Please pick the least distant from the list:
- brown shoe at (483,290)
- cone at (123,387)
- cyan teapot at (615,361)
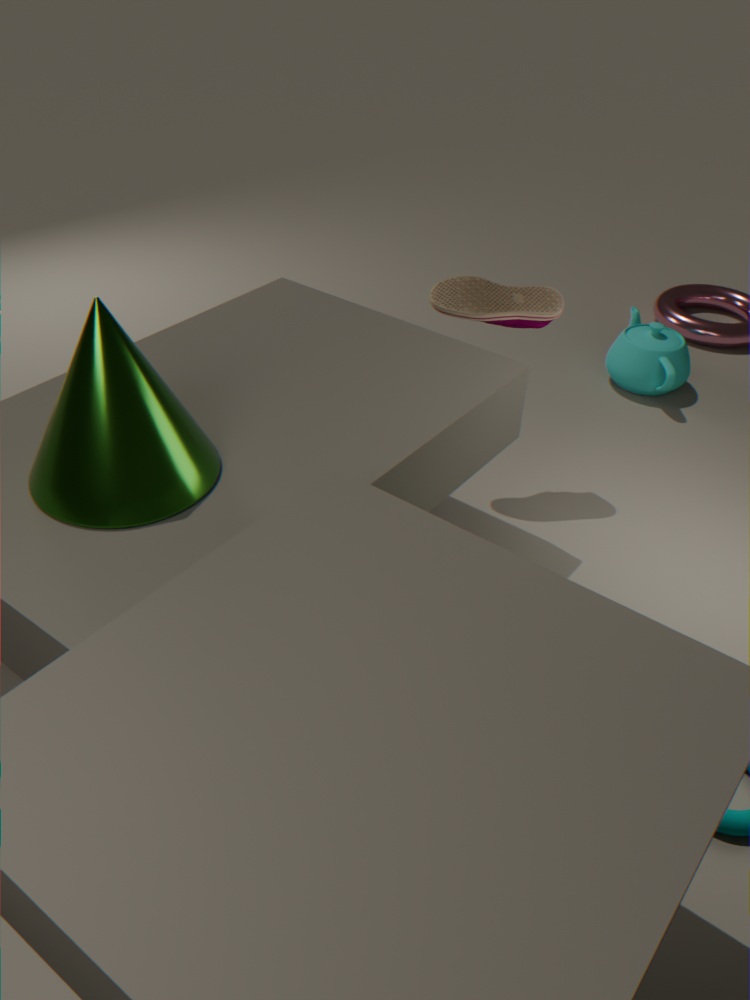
cone at (123,387)
